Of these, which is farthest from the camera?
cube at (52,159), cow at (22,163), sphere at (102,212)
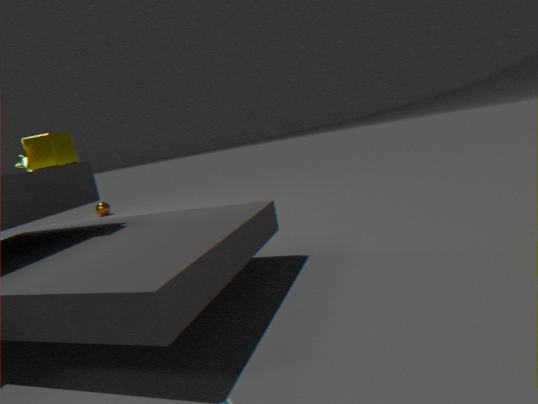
sphere at (102,212)
